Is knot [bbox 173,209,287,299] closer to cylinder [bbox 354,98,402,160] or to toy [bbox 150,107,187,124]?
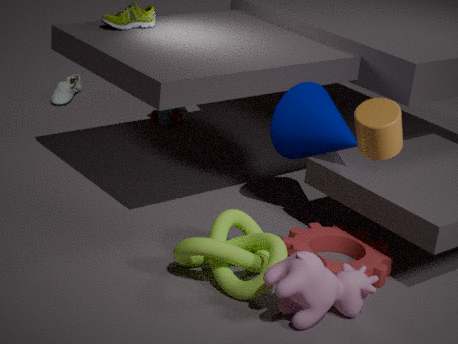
cylinder [bbox 354,98,402,160]
